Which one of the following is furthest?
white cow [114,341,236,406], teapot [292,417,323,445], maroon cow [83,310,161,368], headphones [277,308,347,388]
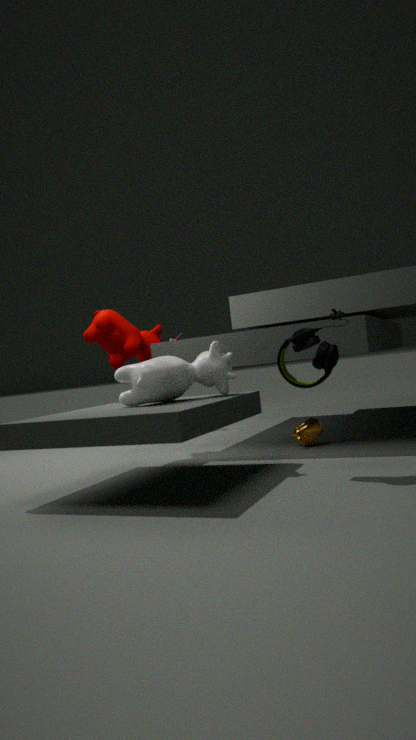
maroon cow [83,310,161,368]
